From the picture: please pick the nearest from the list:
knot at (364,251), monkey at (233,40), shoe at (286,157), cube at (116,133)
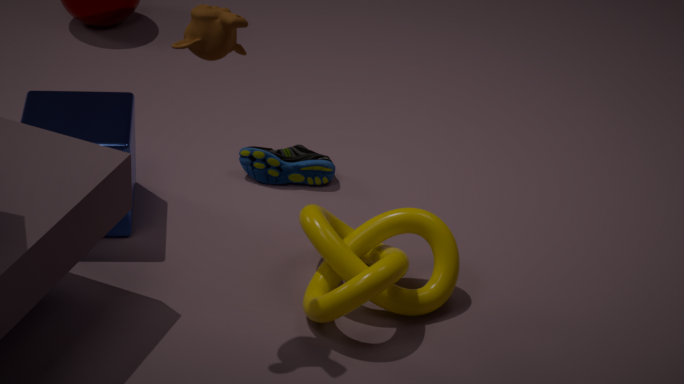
monkey at (233,40)
